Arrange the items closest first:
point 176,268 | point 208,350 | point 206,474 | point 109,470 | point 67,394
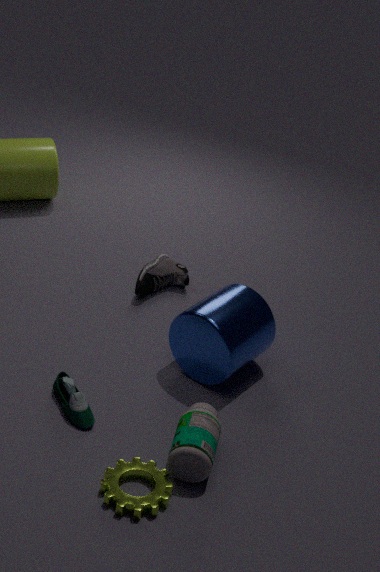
point 109,470, point 206,474, point 67,394, point 208,350, point 176,268
